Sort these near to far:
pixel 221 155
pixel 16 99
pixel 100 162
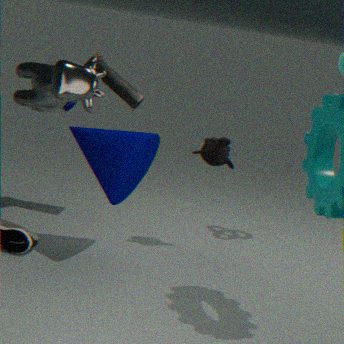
1. pixel 16 99
2. pixel 100 162
3. pixel 221 155
